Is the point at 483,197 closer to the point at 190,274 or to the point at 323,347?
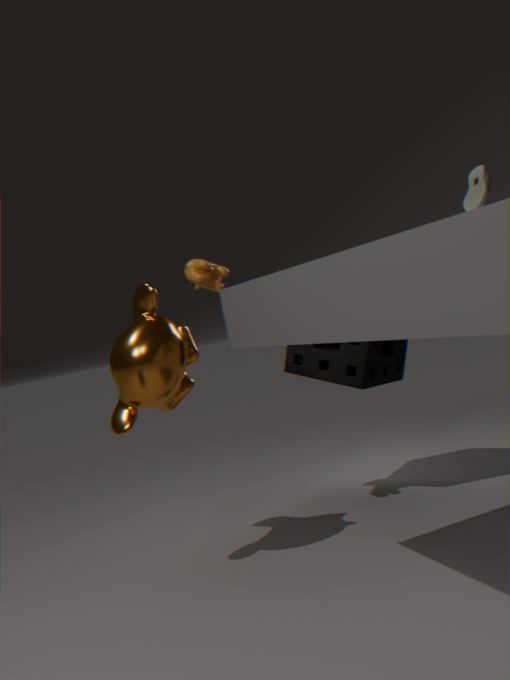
the point at 323,347
